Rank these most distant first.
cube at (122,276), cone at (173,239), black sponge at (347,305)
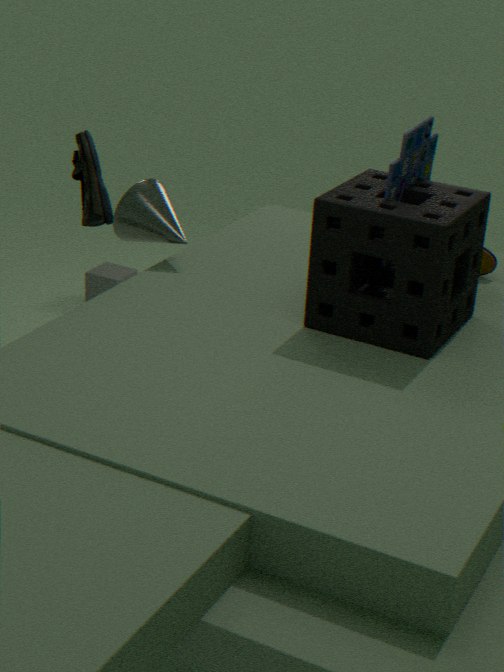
cube at (122,276) → cone at (173,239) → black sponge at (347,305)
